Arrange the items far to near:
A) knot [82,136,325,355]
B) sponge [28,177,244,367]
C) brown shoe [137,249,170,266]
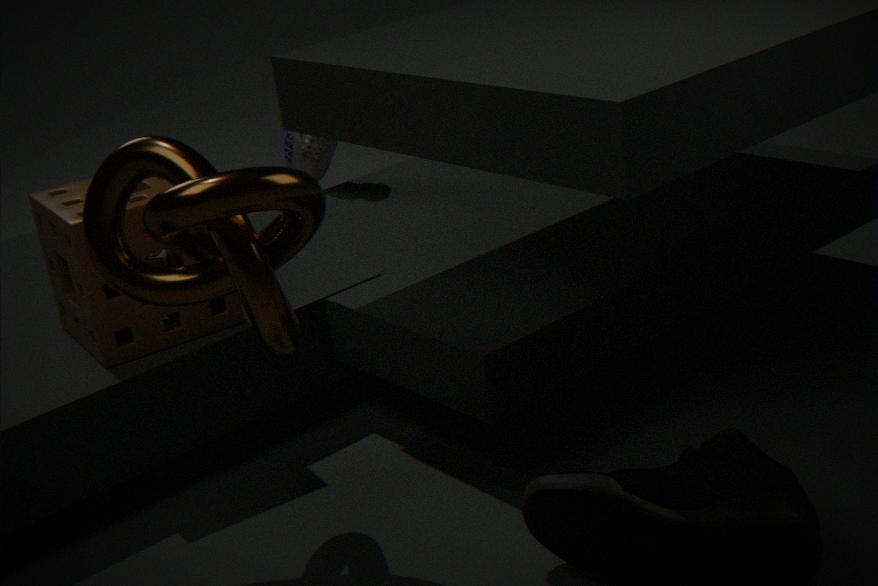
brown shoe [137,249,170,266]
sponge [28,177,244,367]
knot [82,136,325,355]
